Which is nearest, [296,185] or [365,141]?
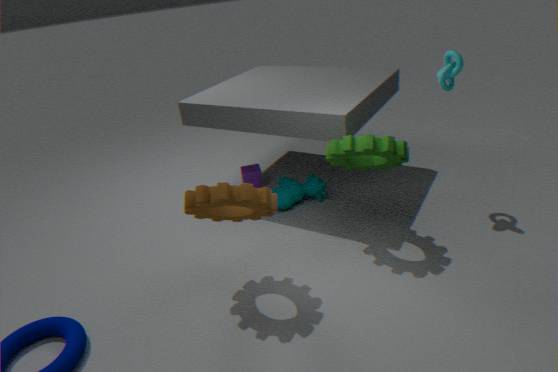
[365,141]
